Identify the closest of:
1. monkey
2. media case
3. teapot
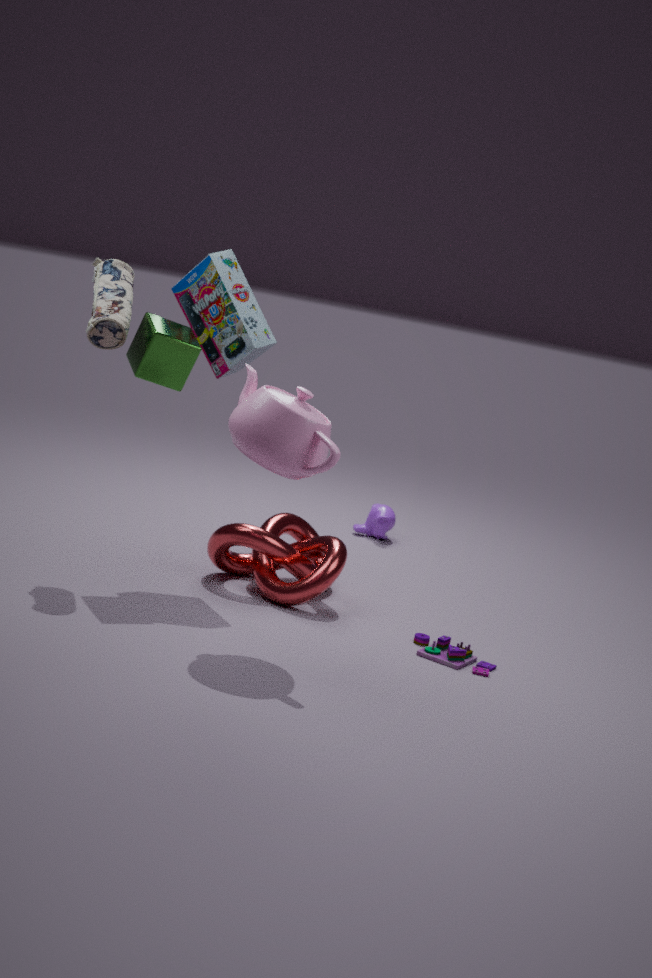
teapot
